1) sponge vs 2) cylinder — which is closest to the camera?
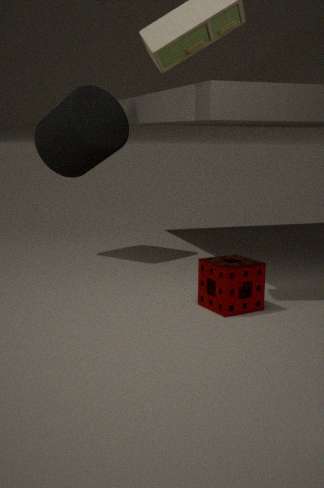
1. sponge
